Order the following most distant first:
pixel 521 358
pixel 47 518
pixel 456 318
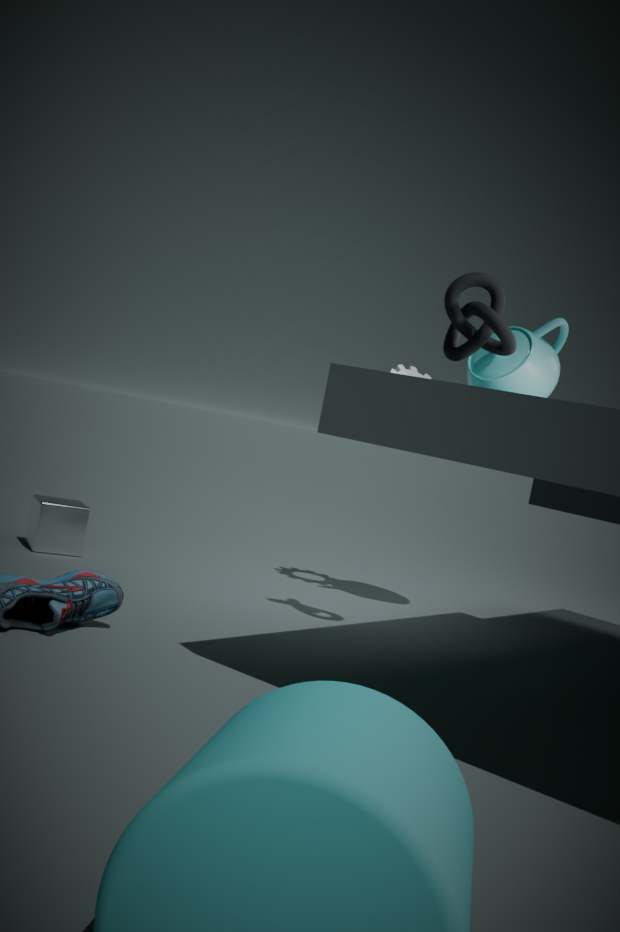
pixel 47 518
pixel 521 358
pixel 456 318
